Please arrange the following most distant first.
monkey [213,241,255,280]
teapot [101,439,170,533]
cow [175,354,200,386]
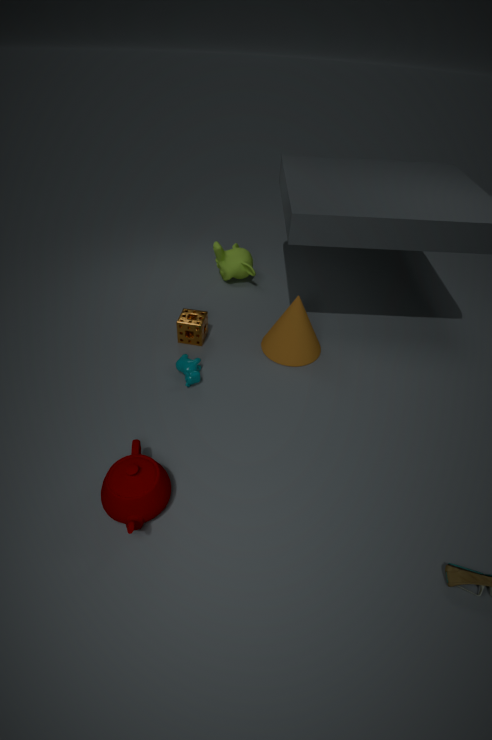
monkey [213,241,255,280] → cow [175,354,200,386] → teapot [101,439,170,533]
